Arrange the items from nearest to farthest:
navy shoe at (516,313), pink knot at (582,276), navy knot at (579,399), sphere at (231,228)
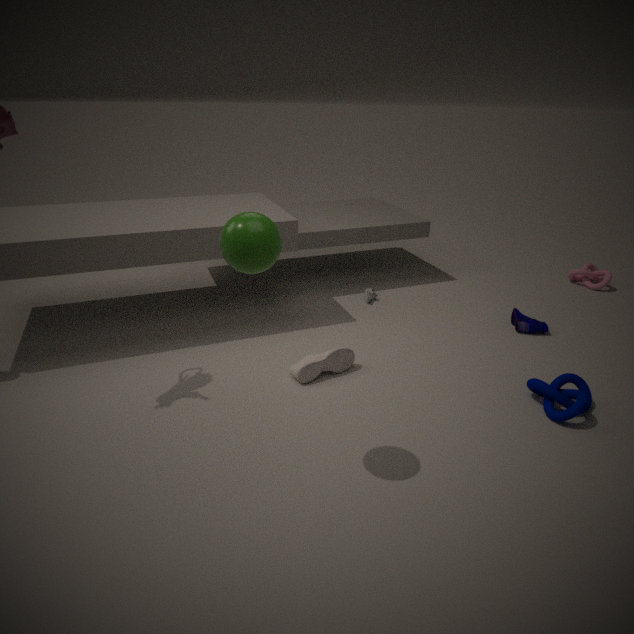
1. sphere at (231,228)
2. navy knot at (579,399)
3. navy shoe at (516,313)
4. pink knot at (582,276)
